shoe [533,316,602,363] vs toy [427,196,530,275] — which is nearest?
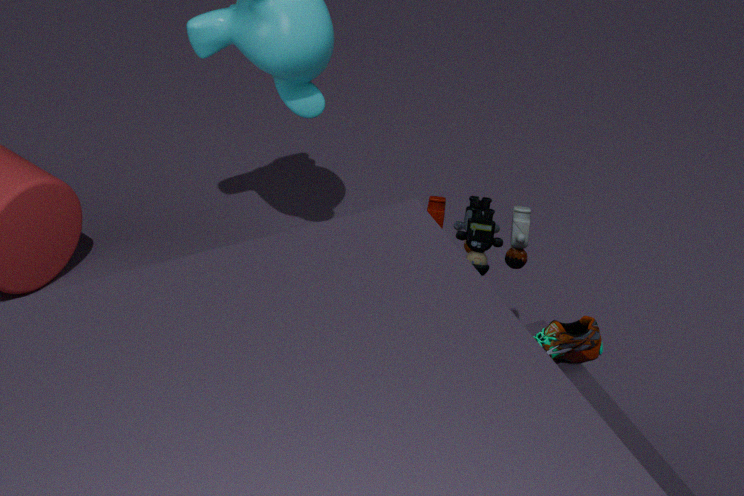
shoe [533,316,602,363]
